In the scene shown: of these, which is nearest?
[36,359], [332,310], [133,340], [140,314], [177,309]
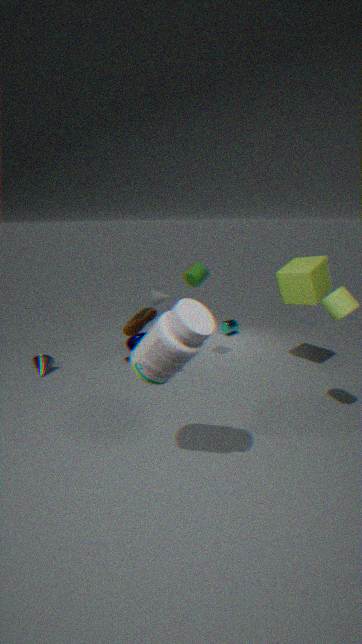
[177,309]
